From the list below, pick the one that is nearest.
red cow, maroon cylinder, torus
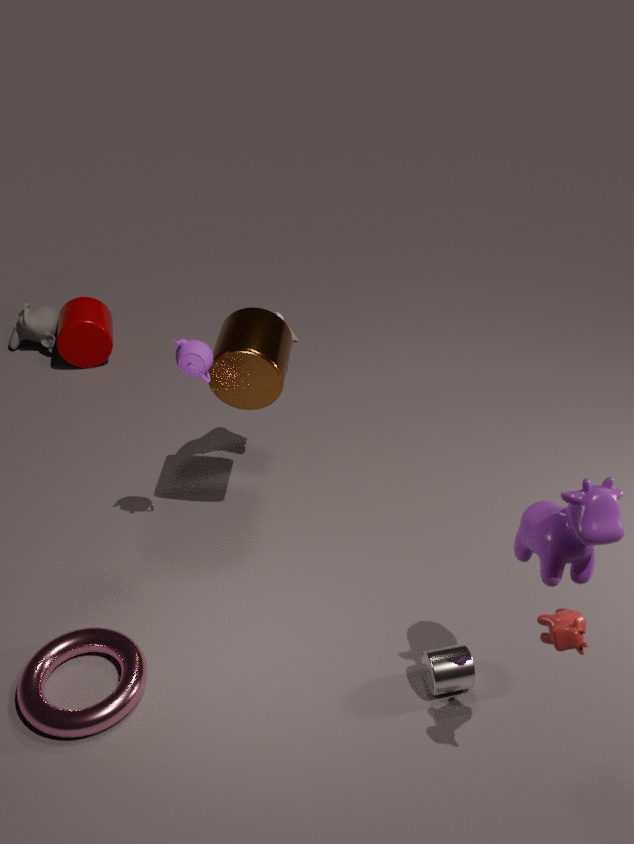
red cow
